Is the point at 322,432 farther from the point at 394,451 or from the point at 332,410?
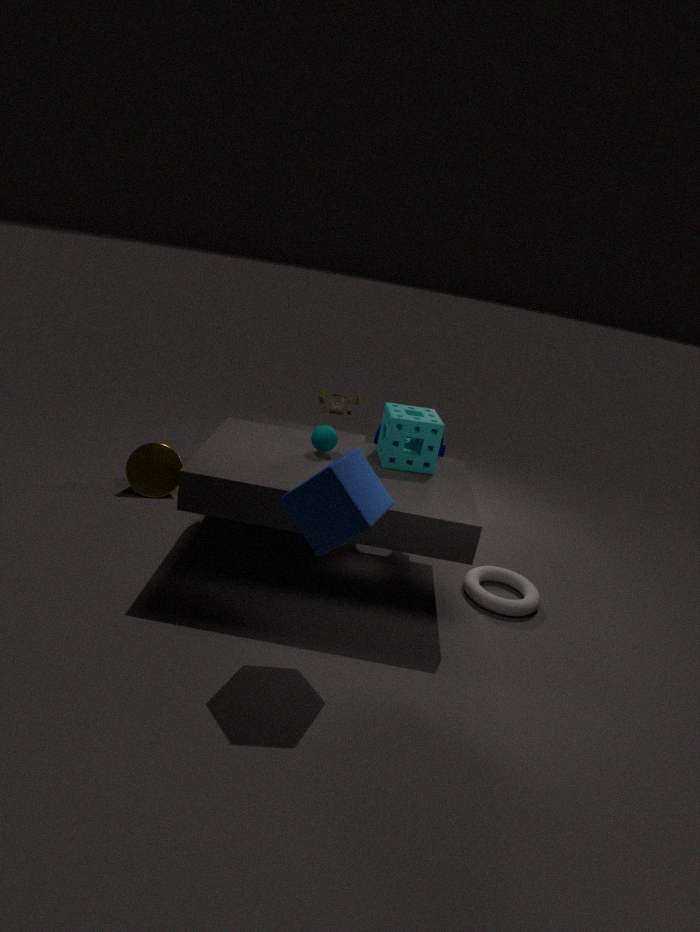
the point at 332,410
